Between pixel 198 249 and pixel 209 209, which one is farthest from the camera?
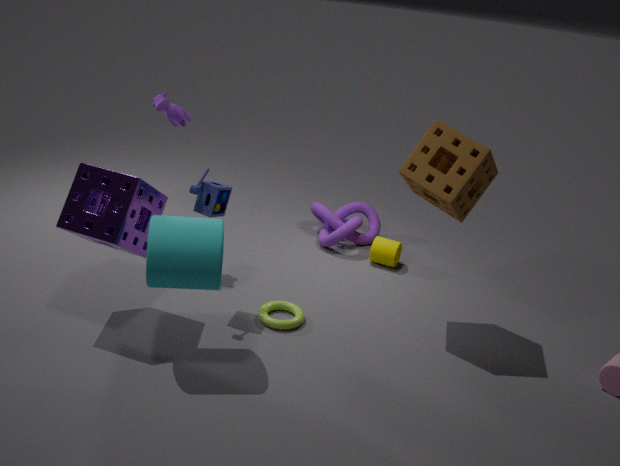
pixel 209 209
